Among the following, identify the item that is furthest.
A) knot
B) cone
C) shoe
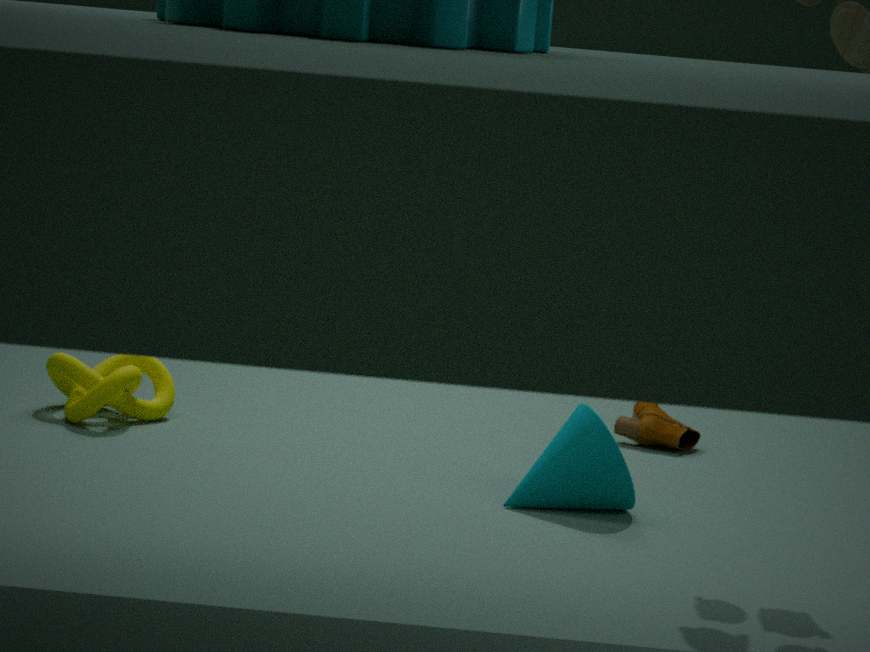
shoe
